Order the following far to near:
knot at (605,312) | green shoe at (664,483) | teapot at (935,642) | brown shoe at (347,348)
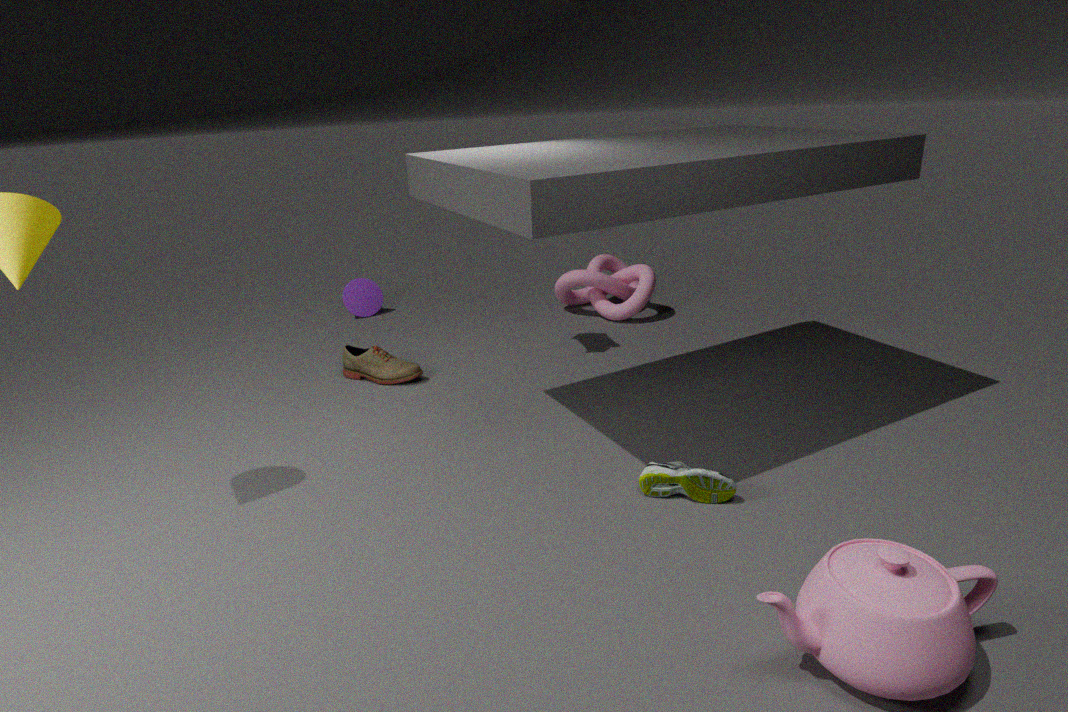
knot at (605,312) → brown shoe at (347,348) → green shoe at (664,483) → teapot at (935,642)
